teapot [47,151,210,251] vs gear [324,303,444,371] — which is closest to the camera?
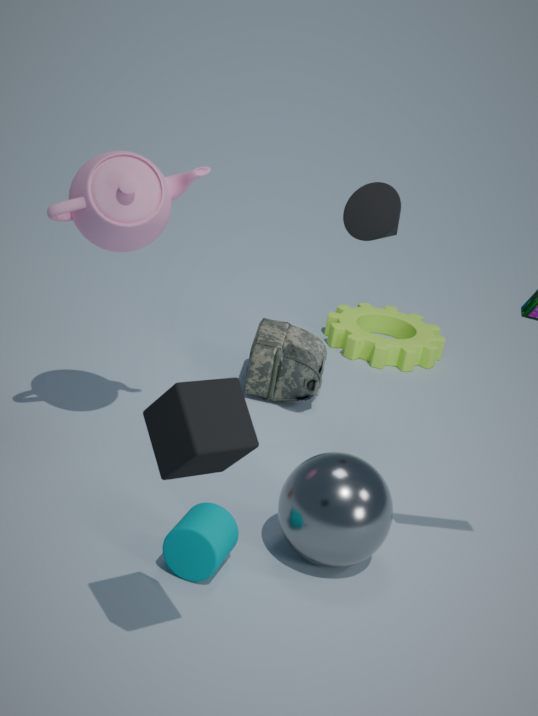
teapot [47,151,210,251]
